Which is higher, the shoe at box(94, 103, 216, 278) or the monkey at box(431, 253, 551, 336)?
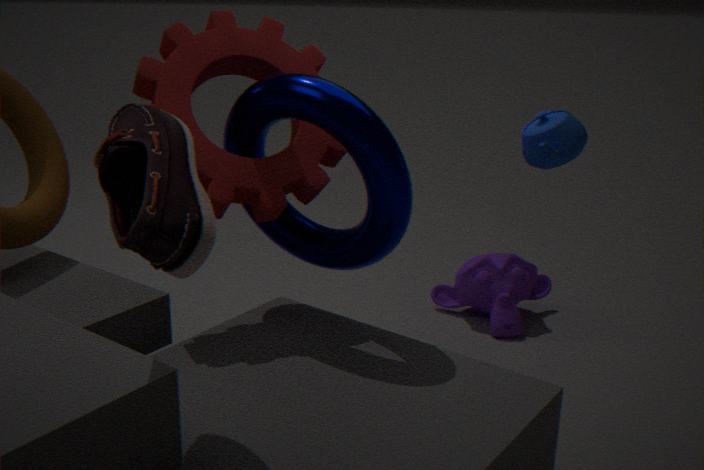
the shoe at box(94, 103, 216, 278)
